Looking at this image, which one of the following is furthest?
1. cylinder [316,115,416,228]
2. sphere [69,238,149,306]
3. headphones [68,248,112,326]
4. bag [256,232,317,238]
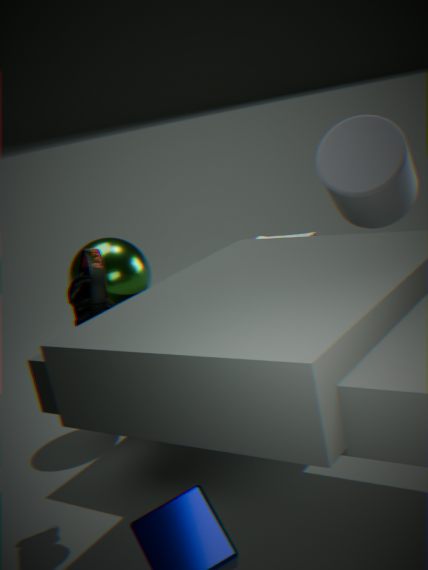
sphere [69,238,149,306]
